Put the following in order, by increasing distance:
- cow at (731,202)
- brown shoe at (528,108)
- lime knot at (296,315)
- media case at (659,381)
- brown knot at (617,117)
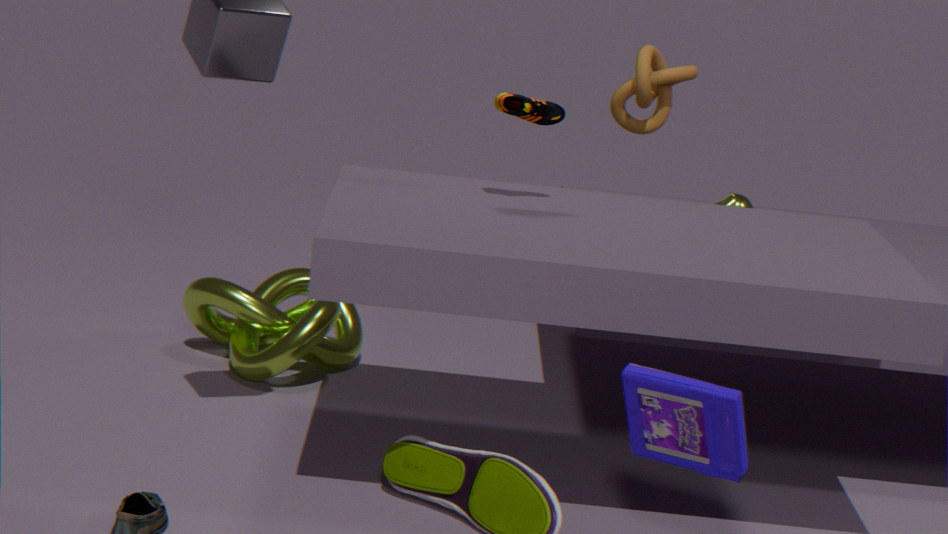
media case at (659,381), brown shoe at (528,108), cow at (731,202), lime knot at (296,315), brown knot at (617,117)
